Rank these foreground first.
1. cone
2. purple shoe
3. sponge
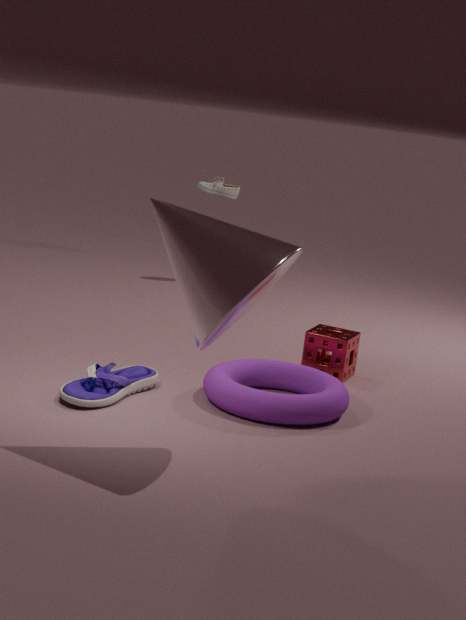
cone → purple shoe → sponge
